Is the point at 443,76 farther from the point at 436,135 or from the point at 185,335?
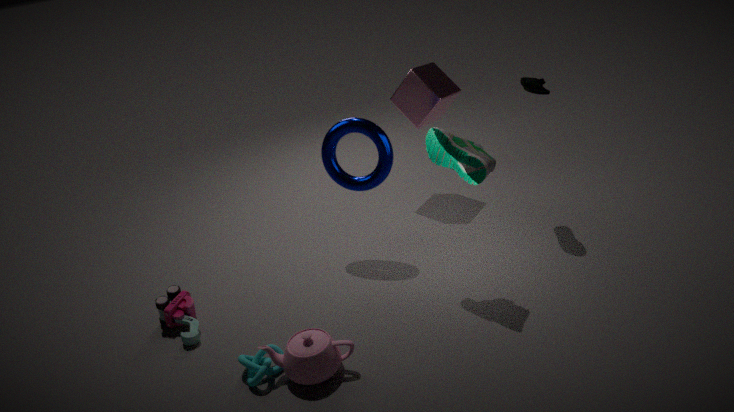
the point at 185,335
